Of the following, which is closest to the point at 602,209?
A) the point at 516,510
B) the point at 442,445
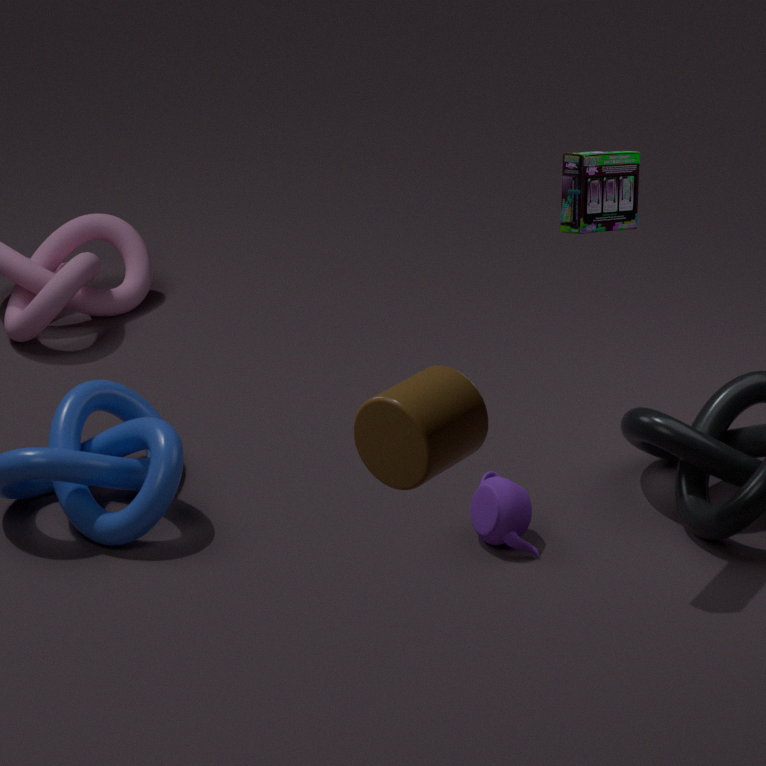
the point at 516,510
